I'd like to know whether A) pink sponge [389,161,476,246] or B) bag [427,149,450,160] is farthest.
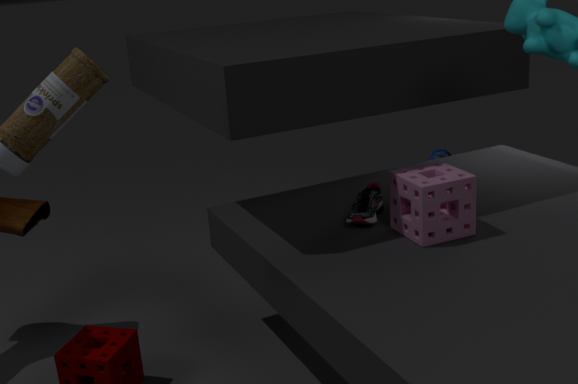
B. bag [427,149,450,160]
